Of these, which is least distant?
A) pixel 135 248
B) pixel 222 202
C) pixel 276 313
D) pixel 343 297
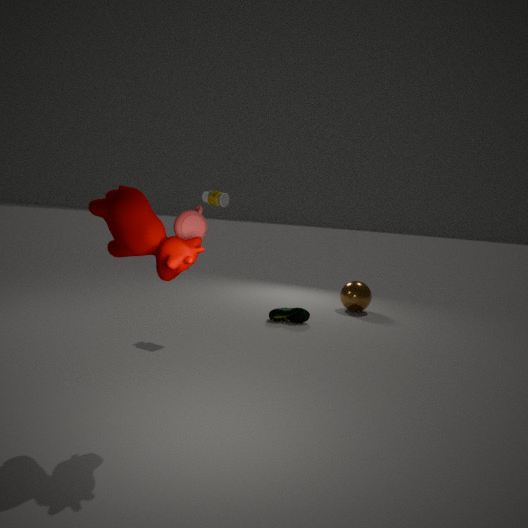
pixel 135 248
